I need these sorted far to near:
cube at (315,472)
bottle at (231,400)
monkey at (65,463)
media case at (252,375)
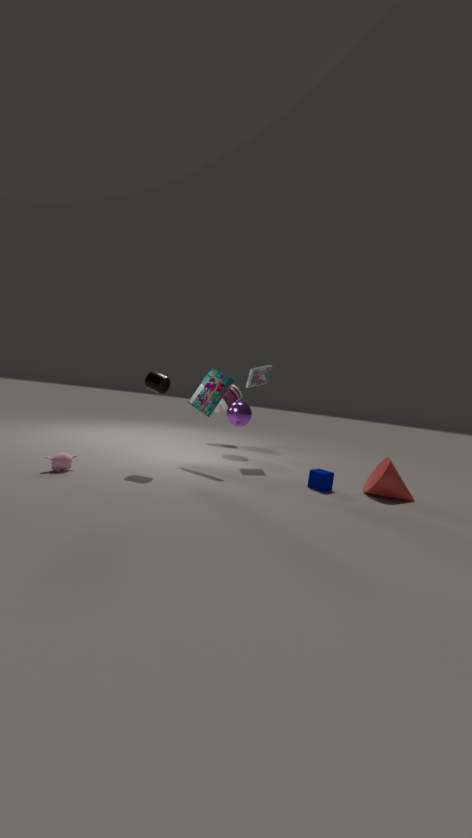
1. bottle at (231,400)
2. media case at (252,375)
3. cube at (315,472)
4. monkey at (65,463)
